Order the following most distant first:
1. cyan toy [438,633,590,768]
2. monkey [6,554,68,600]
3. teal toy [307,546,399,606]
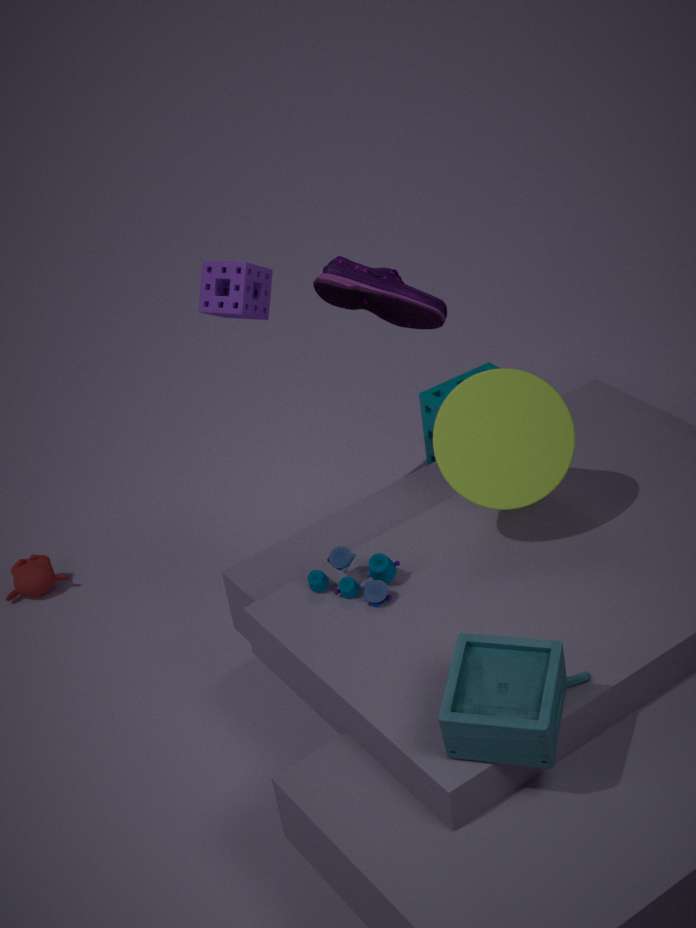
monkey [6,554,68,600] < teal toy [307,546,399,606] < cyan toy [438,633,590,768]
